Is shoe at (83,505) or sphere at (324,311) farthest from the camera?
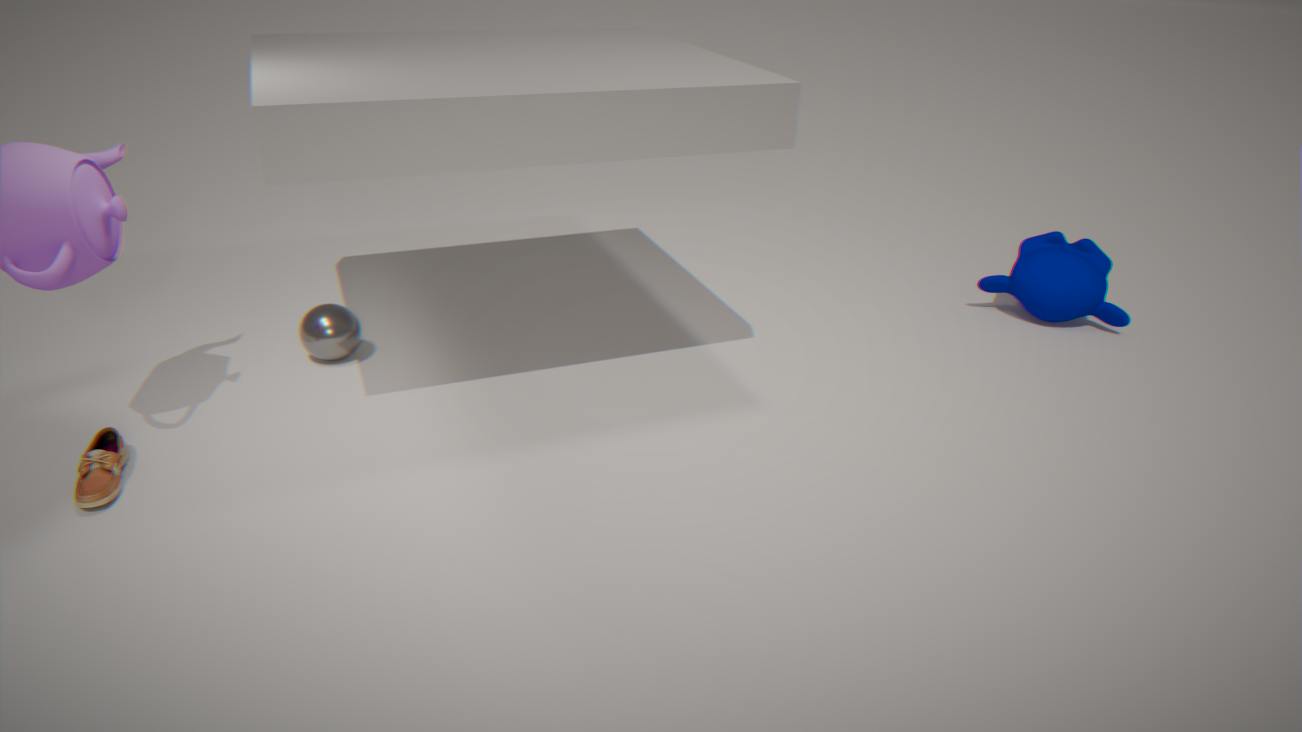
sphere at (324,311)
